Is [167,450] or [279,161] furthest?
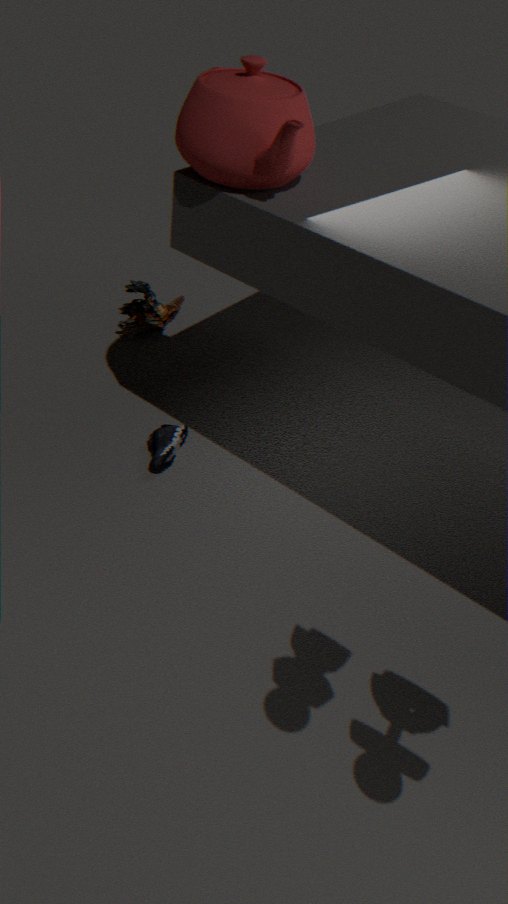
[167,450]
